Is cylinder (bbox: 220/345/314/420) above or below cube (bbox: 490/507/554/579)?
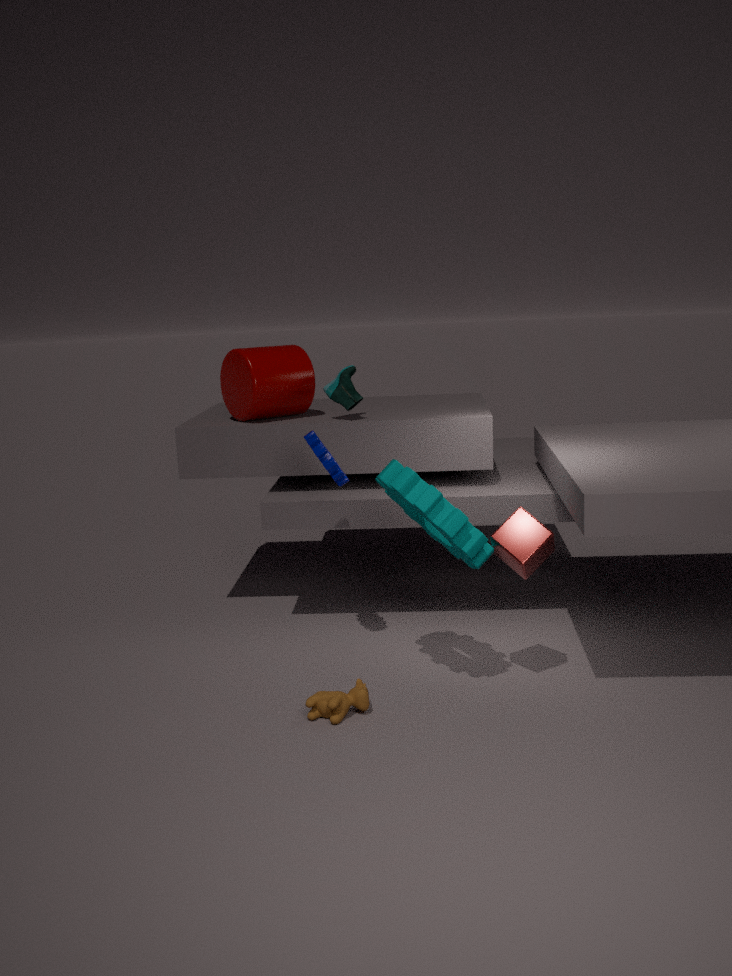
above
